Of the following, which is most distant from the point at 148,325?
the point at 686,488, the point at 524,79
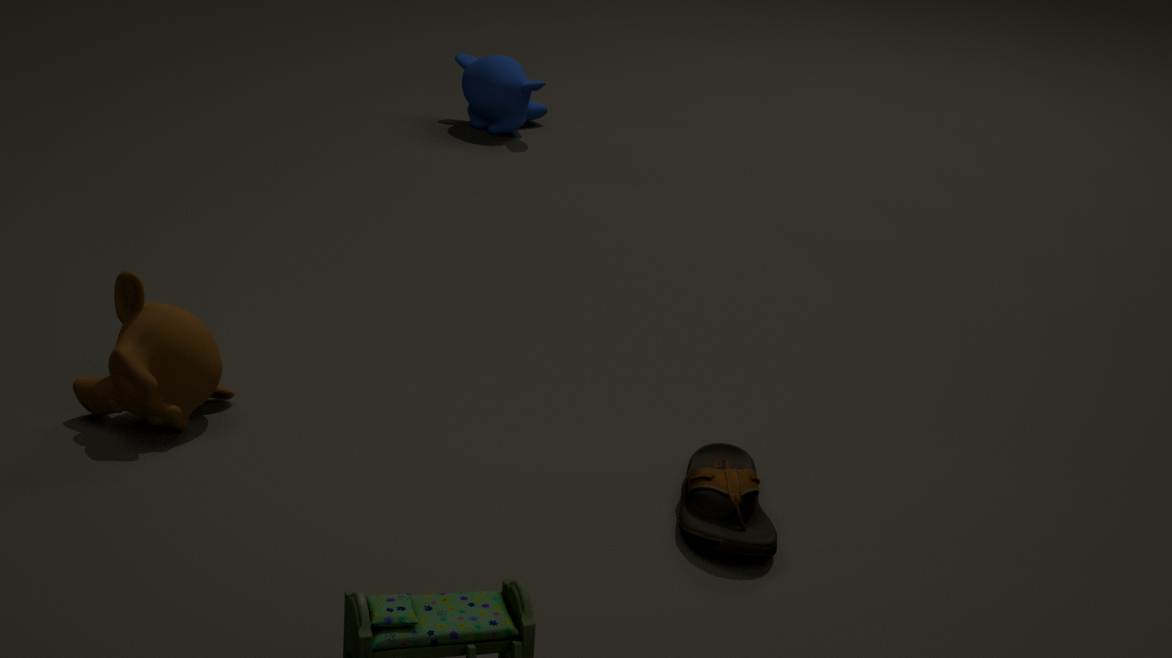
the point at 524,79
